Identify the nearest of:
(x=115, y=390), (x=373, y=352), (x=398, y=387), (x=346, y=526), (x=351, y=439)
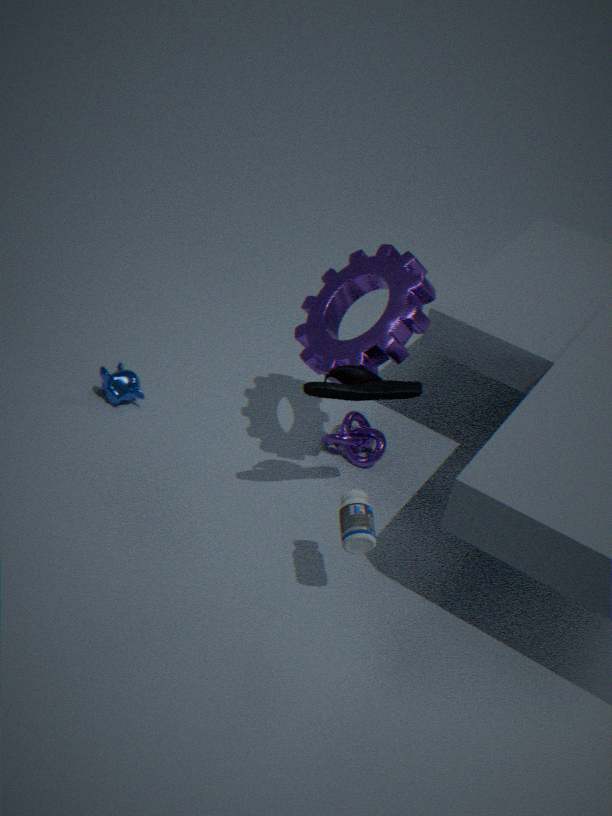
(x=346, y=526)
